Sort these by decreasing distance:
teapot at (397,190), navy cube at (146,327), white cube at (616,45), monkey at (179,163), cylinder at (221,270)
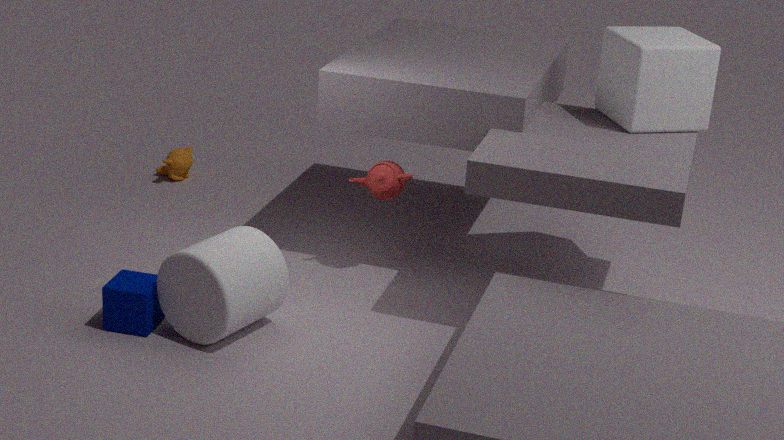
monkey at (179,163), teapot at (397,190), white cube at (616,45), navy cube at (146,327), cylinder at (221,270)
